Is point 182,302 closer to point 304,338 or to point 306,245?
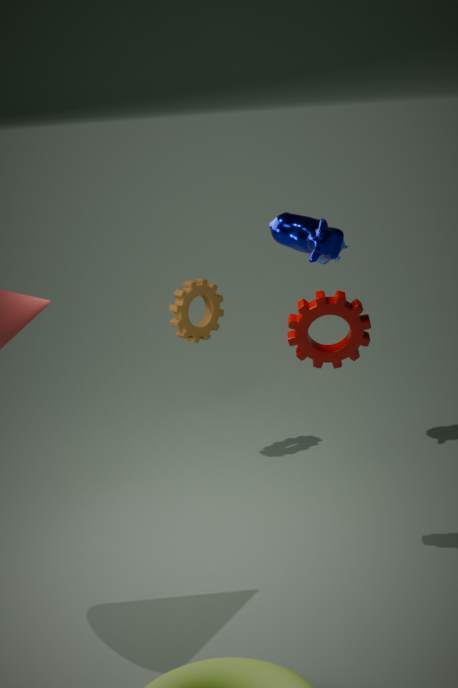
point 304,338
